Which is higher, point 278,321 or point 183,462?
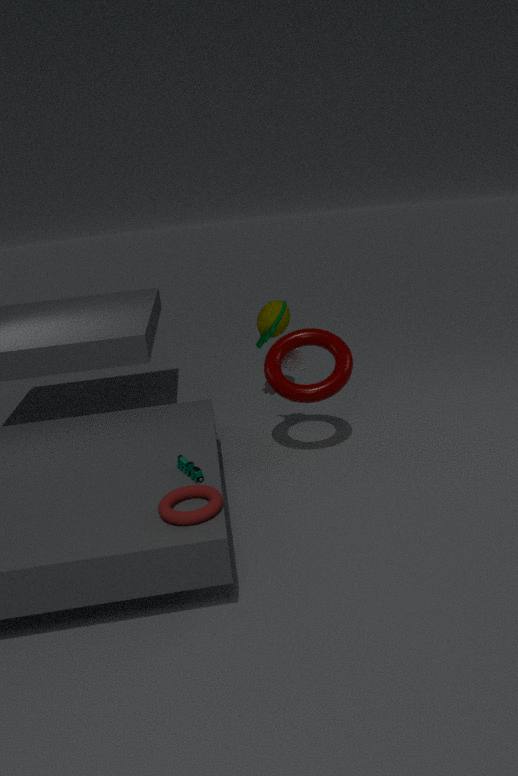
point 278,321
